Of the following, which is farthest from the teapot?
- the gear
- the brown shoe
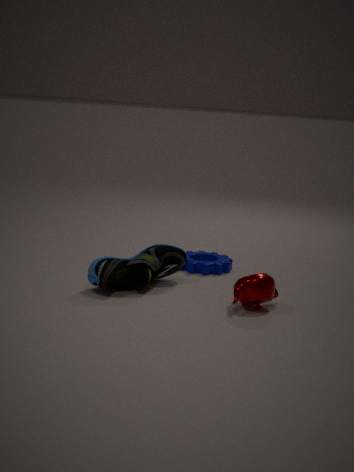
the gear
